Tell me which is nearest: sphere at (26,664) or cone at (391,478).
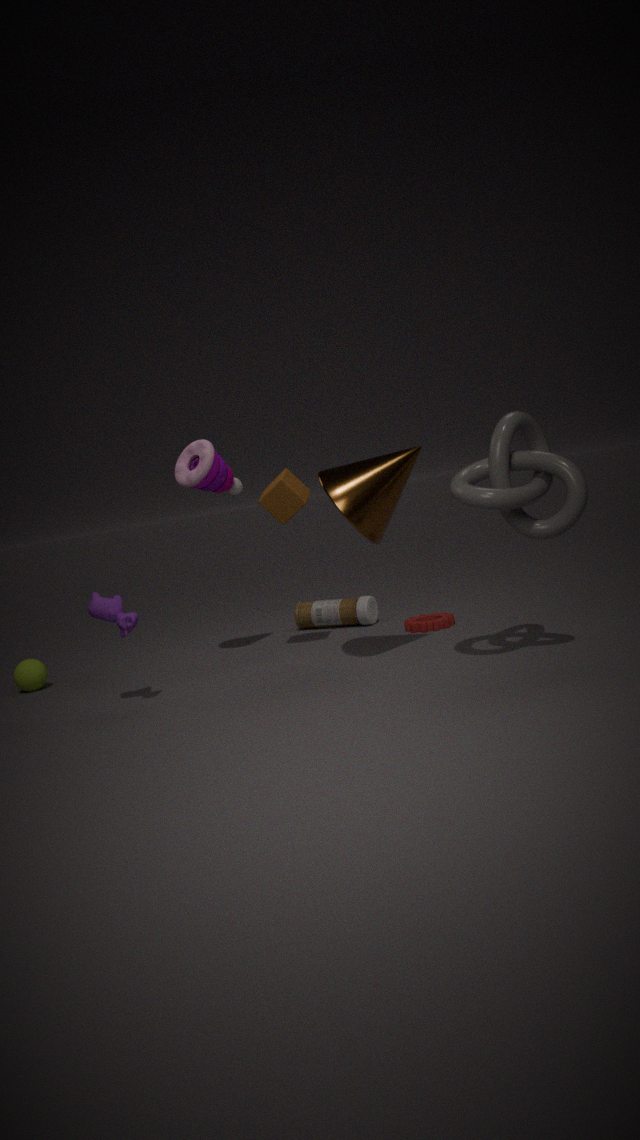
cone at (391,478)
